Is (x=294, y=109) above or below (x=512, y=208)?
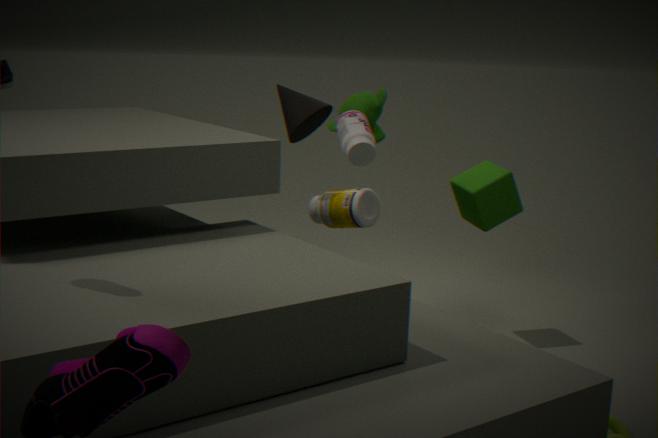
above
